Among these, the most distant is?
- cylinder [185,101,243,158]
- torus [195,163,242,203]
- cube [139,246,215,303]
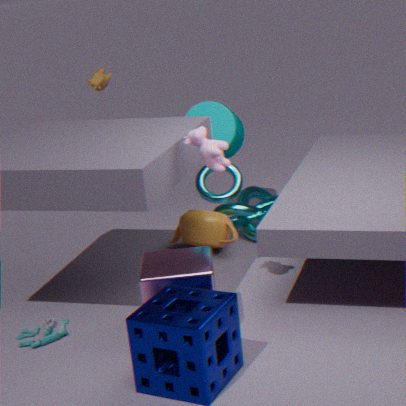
cylinder [185,101,243,158]
